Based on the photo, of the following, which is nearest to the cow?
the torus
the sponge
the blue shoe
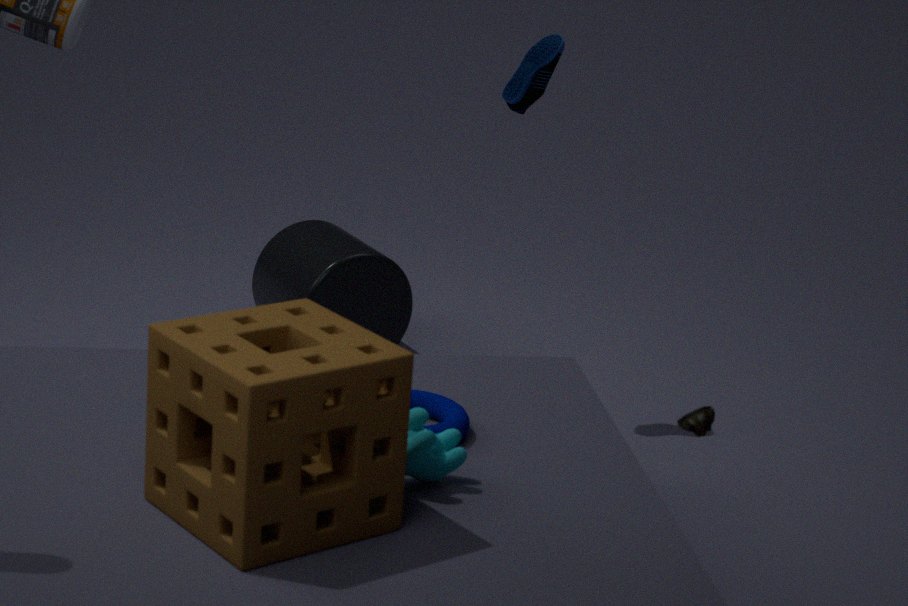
the sponge
